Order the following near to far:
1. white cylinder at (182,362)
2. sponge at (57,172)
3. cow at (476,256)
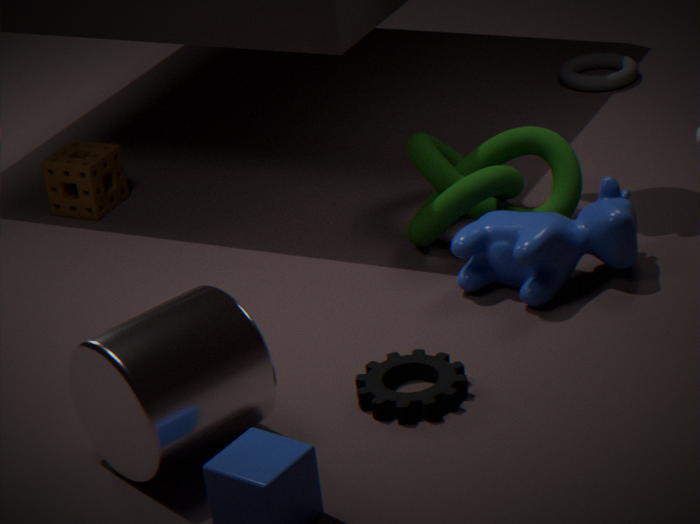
white cylinder at (182,362) → cow at (476,256) → sponge at (57,172)
